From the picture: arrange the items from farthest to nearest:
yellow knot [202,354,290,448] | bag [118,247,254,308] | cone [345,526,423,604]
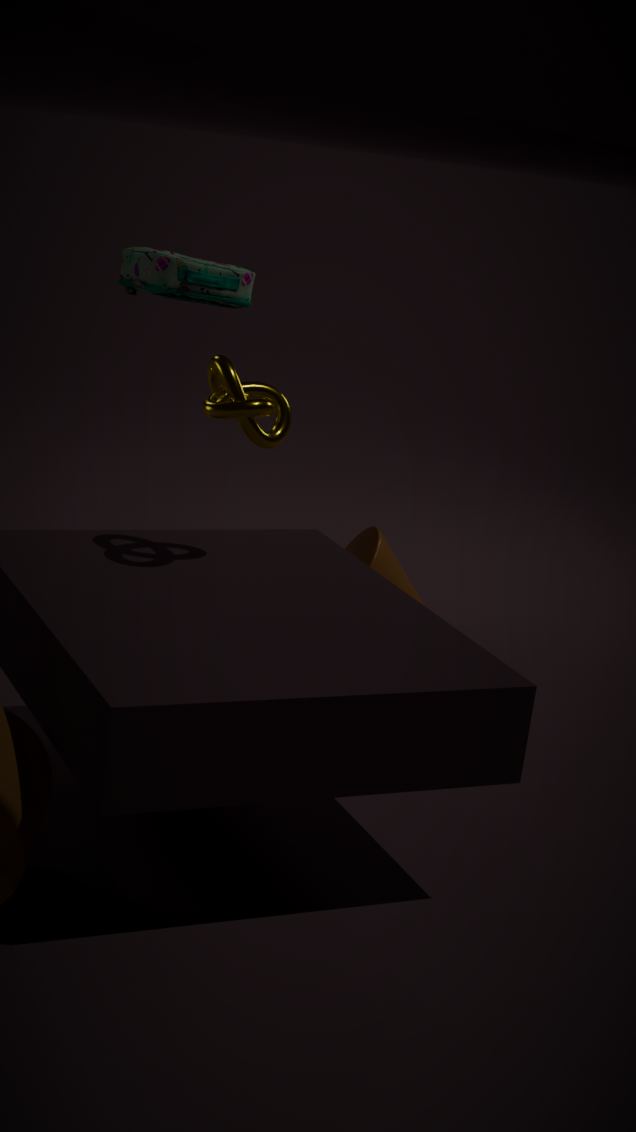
1. bag [118,247,254,308]
2. cone [345,526,423,604]
3. yellow knot [202,354,290,448]
